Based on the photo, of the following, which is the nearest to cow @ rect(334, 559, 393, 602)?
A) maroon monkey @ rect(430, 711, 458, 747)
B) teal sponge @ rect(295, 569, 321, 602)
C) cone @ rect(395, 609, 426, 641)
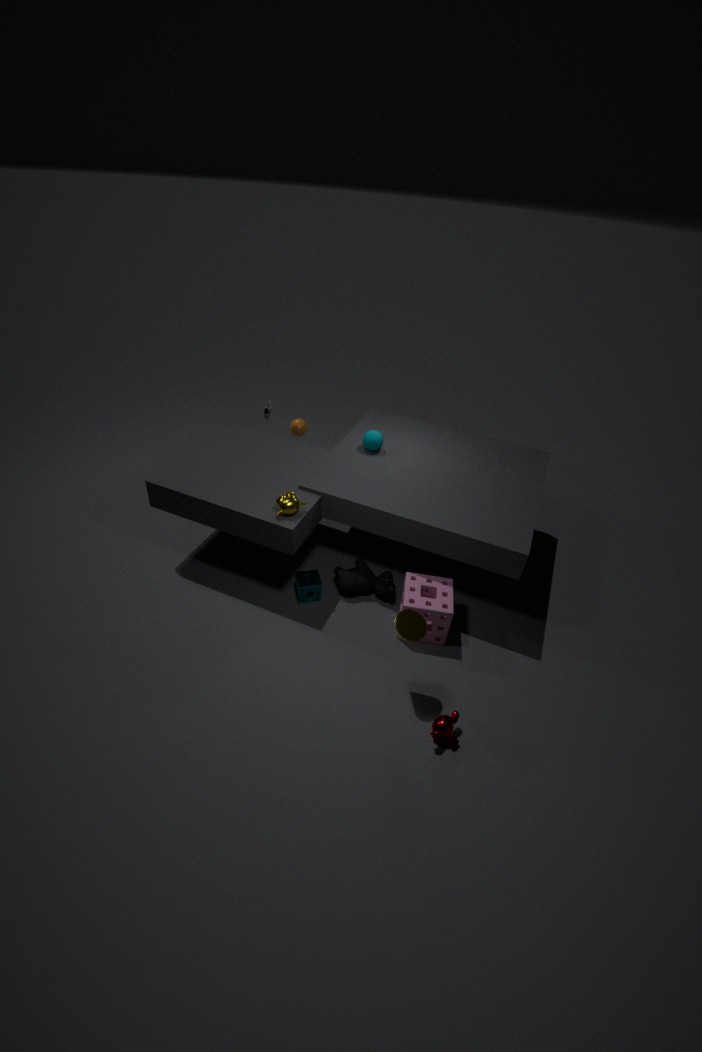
teal sponge @ rect(295, 569, 321, 602)
